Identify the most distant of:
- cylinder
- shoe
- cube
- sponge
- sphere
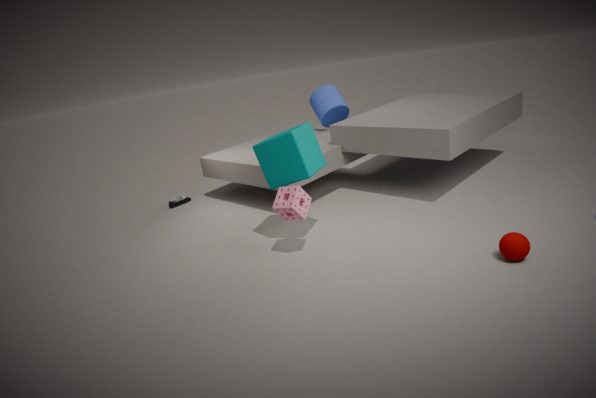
cylinder
